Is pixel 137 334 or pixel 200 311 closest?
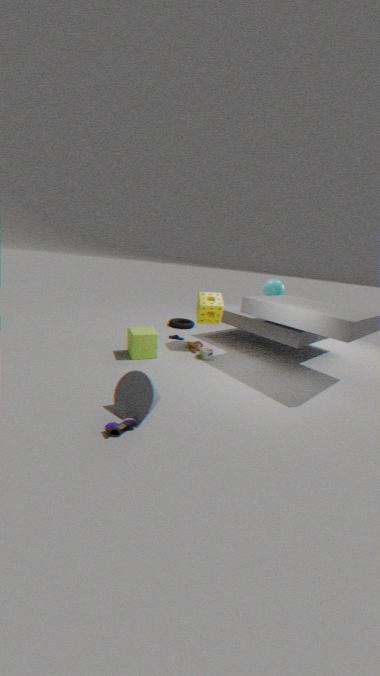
pixel 137 334
